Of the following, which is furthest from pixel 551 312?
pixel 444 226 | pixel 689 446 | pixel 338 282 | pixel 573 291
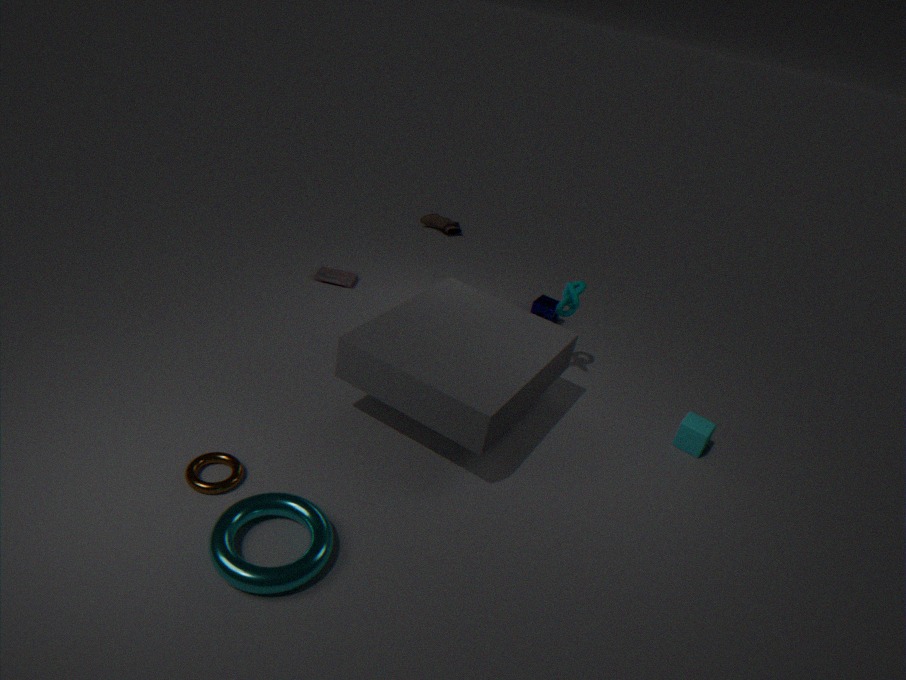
pixel 444 226
